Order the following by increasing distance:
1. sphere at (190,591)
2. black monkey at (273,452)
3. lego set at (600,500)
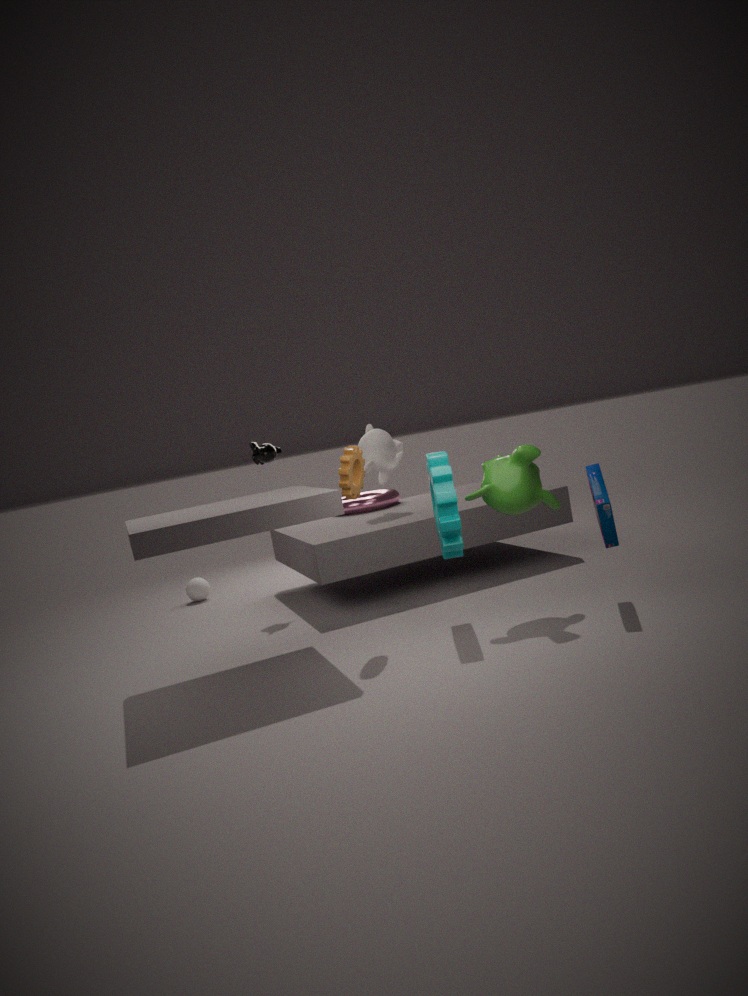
lego set at (600,500) → black monkey at (273,452) → sphere at (190,591)
